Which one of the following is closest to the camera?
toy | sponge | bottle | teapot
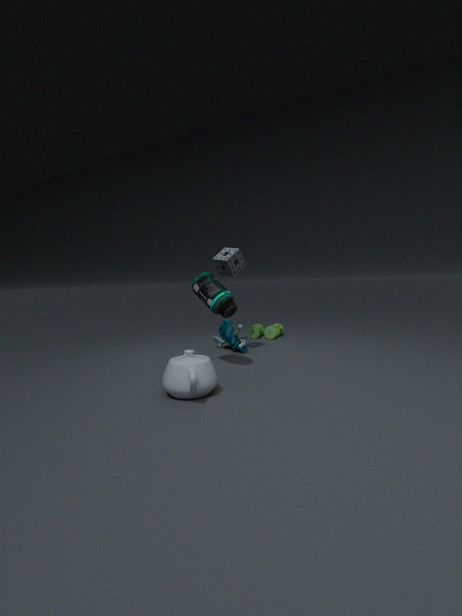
teapot
